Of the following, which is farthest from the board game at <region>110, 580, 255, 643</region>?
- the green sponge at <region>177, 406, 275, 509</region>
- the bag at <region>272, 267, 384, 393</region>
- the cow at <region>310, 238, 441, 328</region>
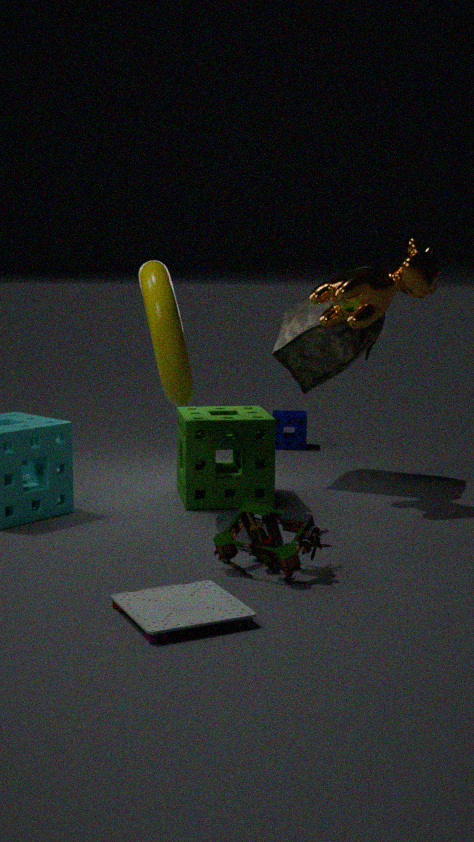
the bag at <region>272, 267, 384, 393</region>
